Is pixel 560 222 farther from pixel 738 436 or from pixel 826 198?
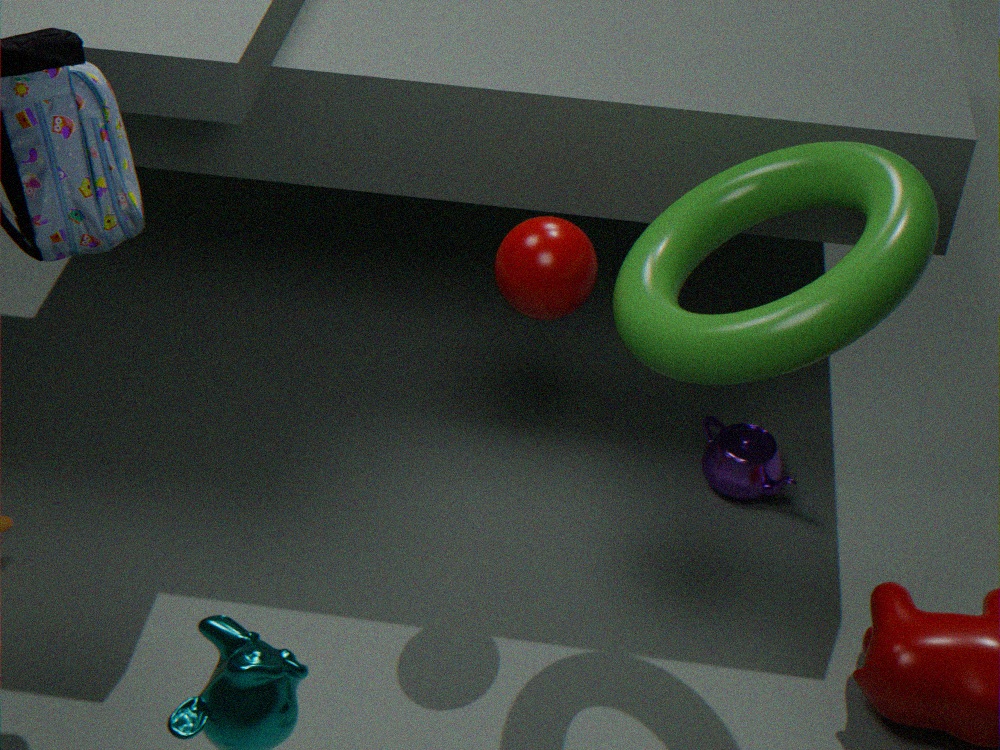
pixel 738 436
